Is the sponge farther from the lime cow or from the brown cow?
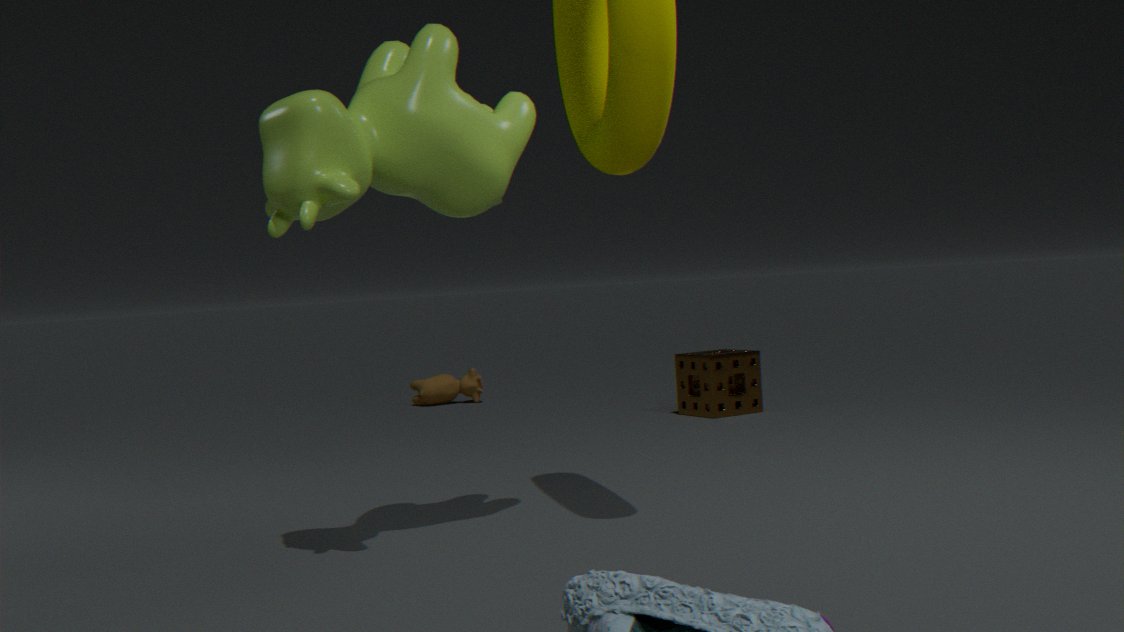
the lime cow
